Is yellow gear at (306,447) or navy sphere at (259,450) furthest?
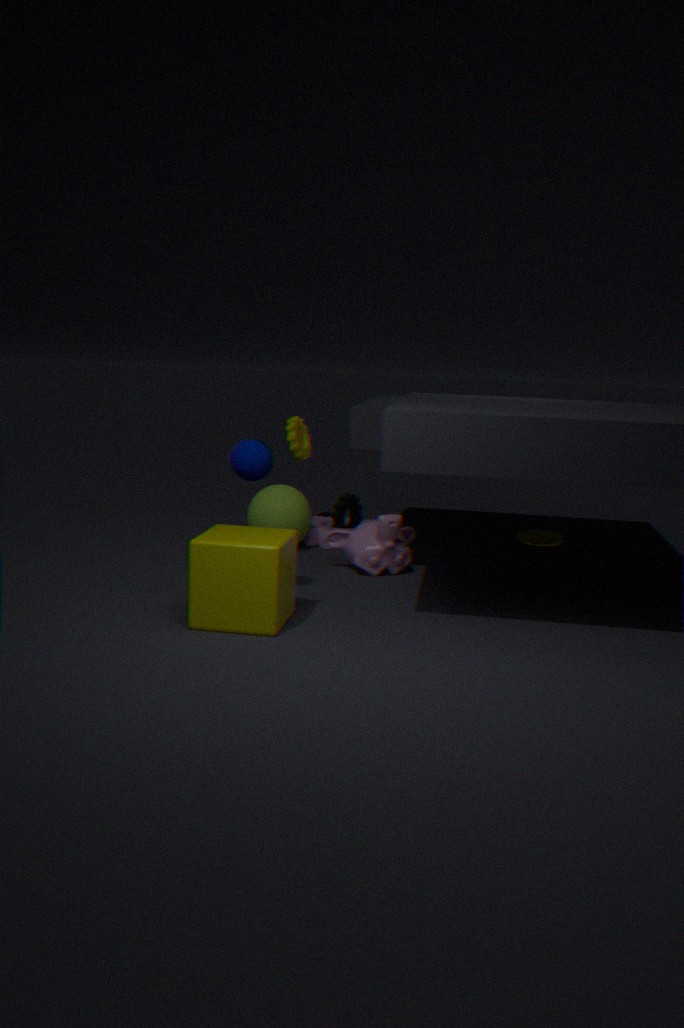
yellow gear at (306,447)
